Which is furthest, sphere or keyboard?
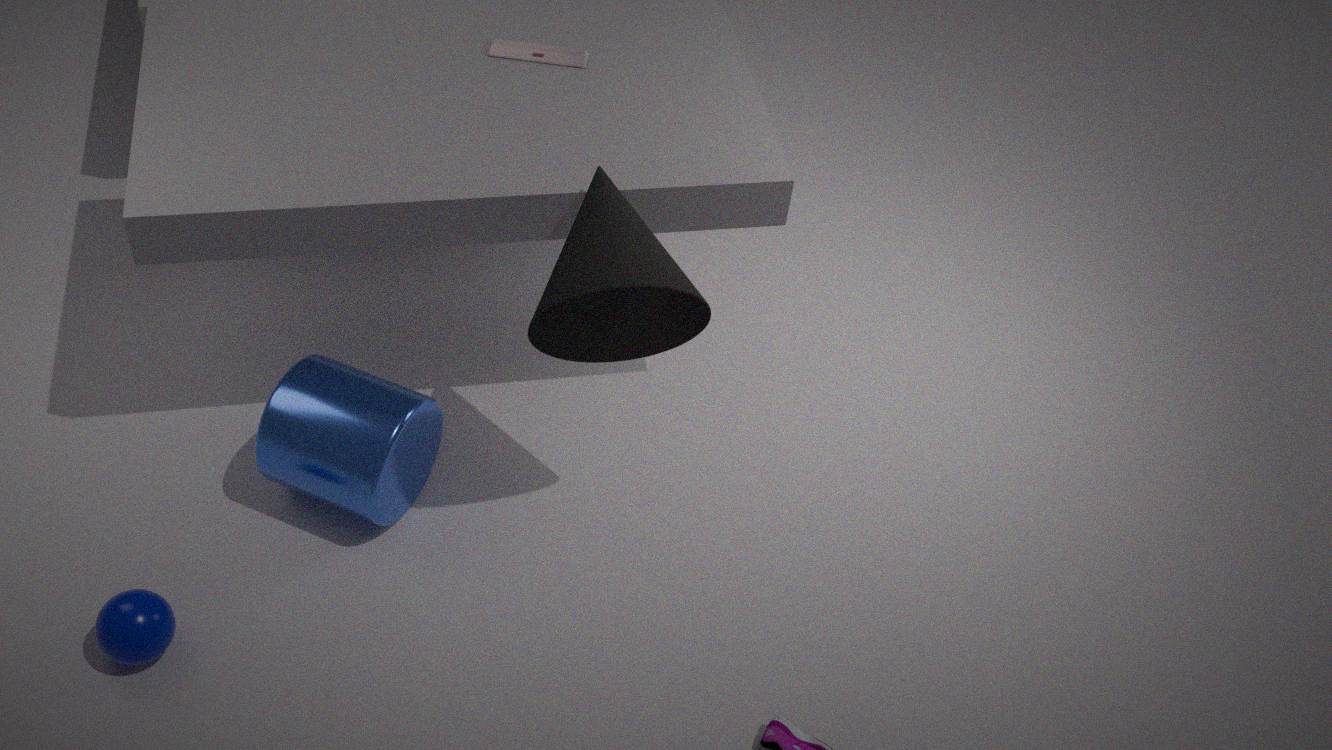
keyboard
